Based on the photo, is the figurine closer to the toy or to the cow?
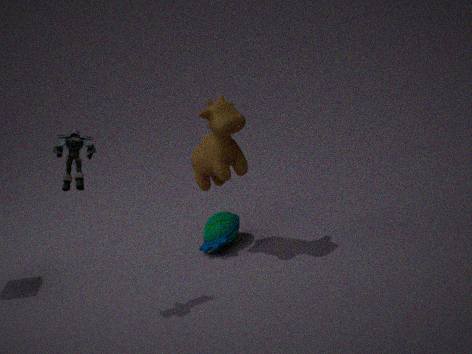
the cow
